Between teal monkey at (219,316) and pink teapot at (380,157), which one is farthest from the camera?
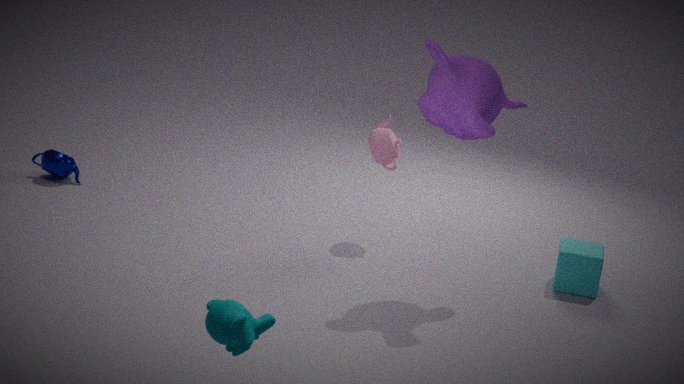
pink teapot at (380,157)
